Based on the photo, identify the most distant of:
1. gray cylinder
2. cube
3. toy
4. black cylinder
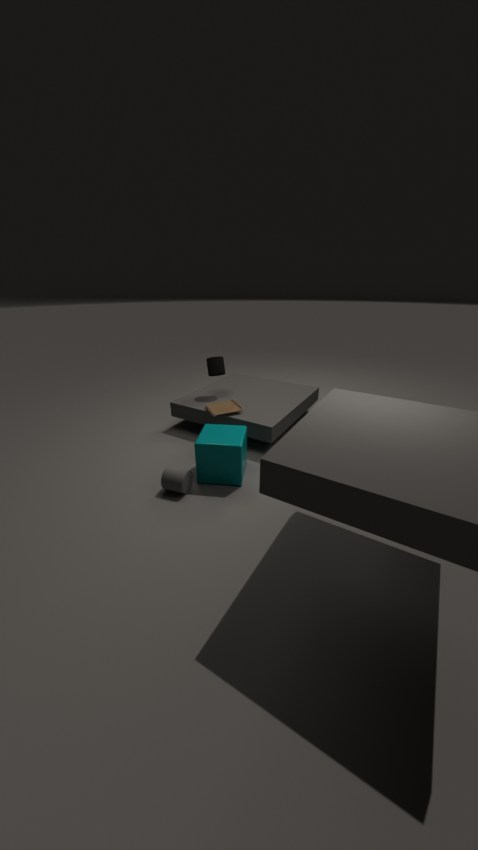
black cylinder
